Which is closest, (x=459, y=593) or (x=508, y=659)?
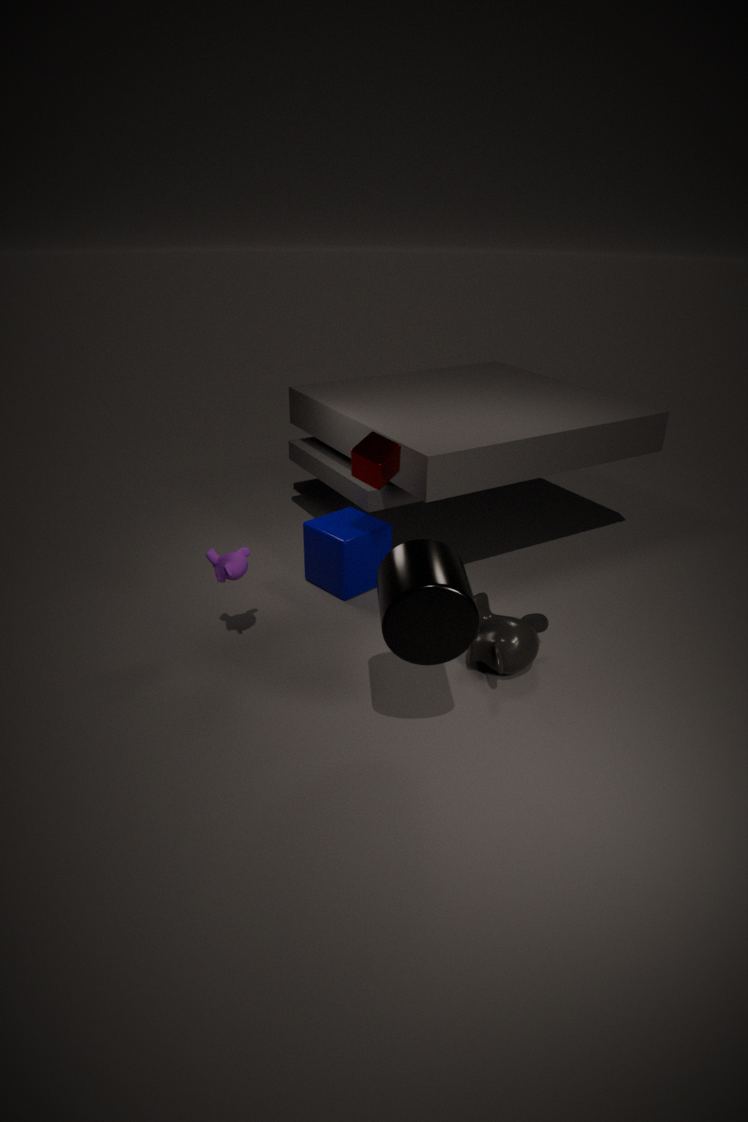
(x=459, y=593)
